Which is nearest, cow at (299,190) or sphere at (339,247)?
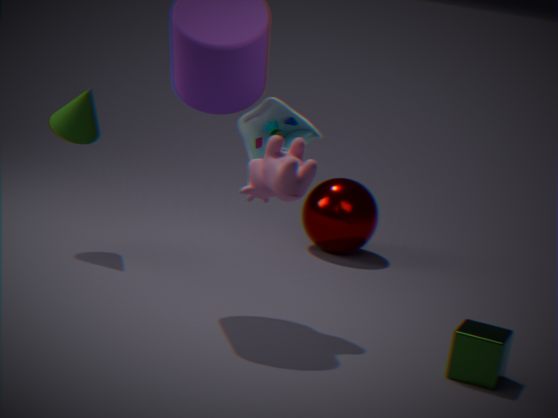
cow at (299,190)
